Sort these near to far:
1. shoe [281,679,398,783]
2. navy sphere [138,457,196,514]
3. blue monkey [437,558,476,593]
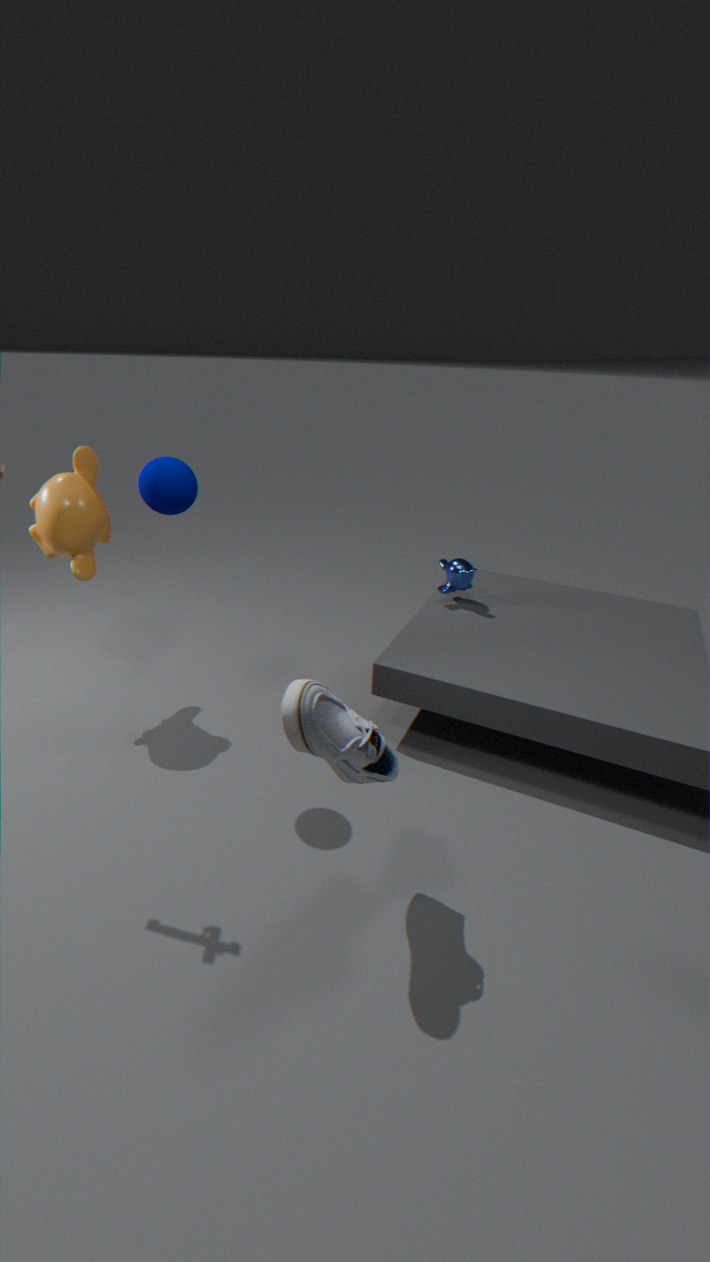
shoe [281,679,398,783] → navy sphere [138,457,196,514] → blue monkey [437,558,476,593]
